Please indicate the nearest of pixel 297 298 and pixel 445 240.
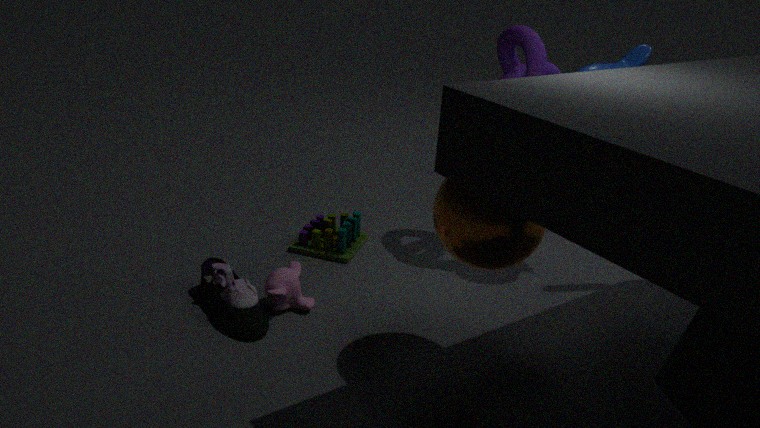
pixel 445 240
